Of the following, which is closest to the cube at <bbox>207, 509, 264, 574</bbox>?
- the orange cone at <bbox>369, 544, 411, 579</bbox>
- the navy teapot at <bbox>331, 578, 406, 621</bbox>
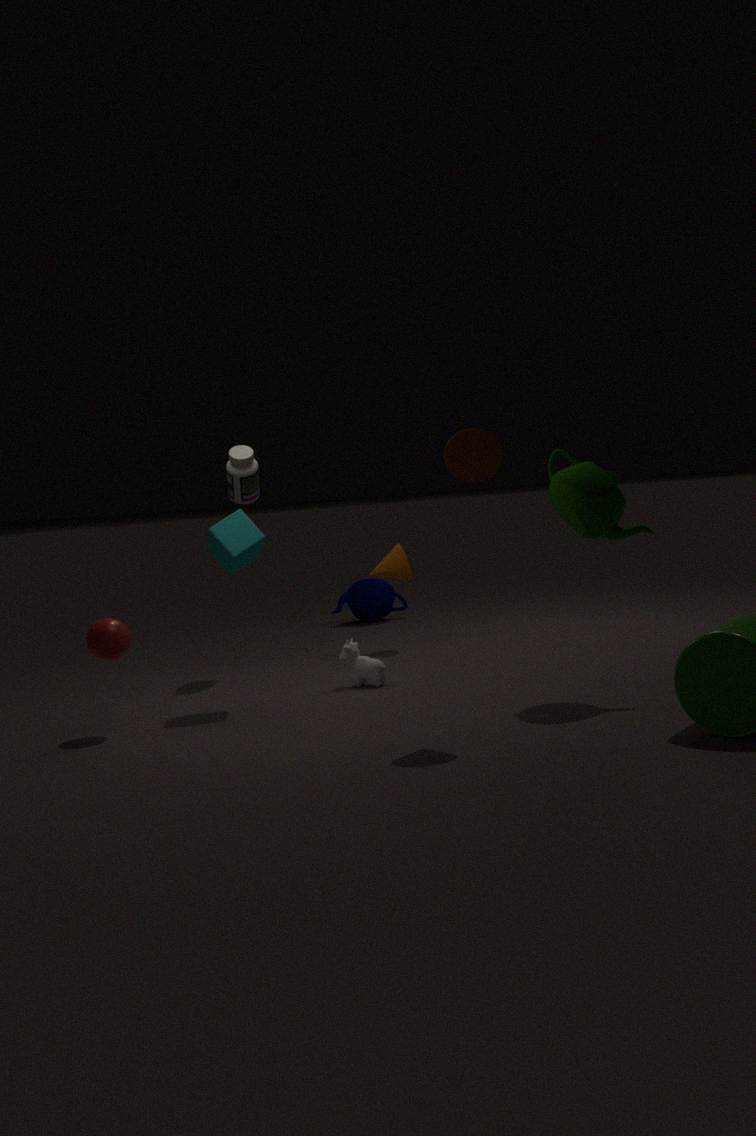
the orange cone at <bbox>369, 544, 411, 579</bbox>
